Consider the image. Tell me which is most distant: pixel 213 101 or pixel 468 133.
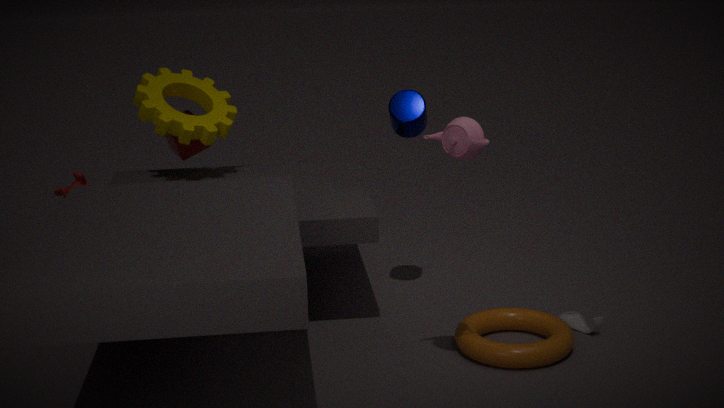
pixel 213 101
